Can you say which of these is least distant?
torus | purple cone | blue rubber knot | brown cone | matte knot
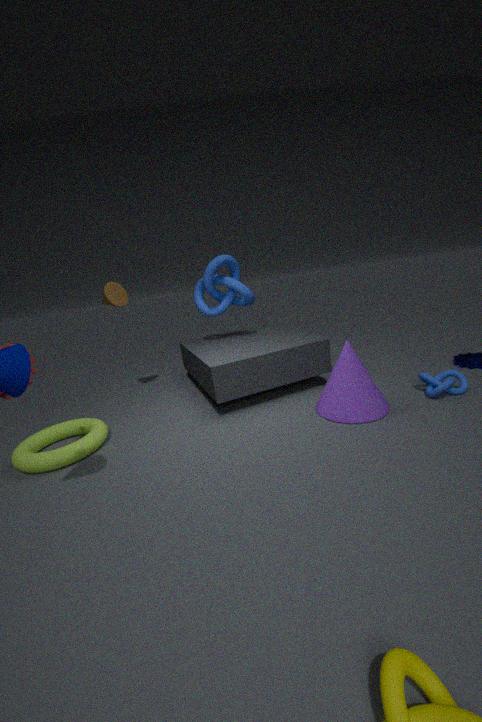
torus
